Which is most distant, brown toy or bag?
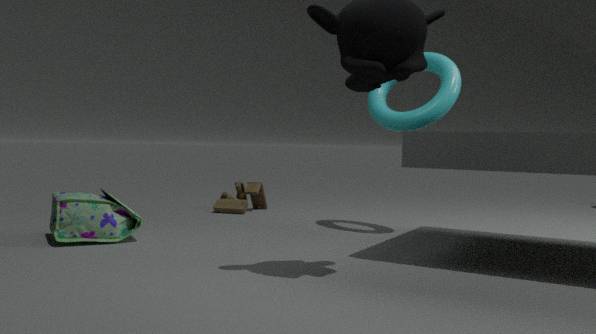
brown toy
